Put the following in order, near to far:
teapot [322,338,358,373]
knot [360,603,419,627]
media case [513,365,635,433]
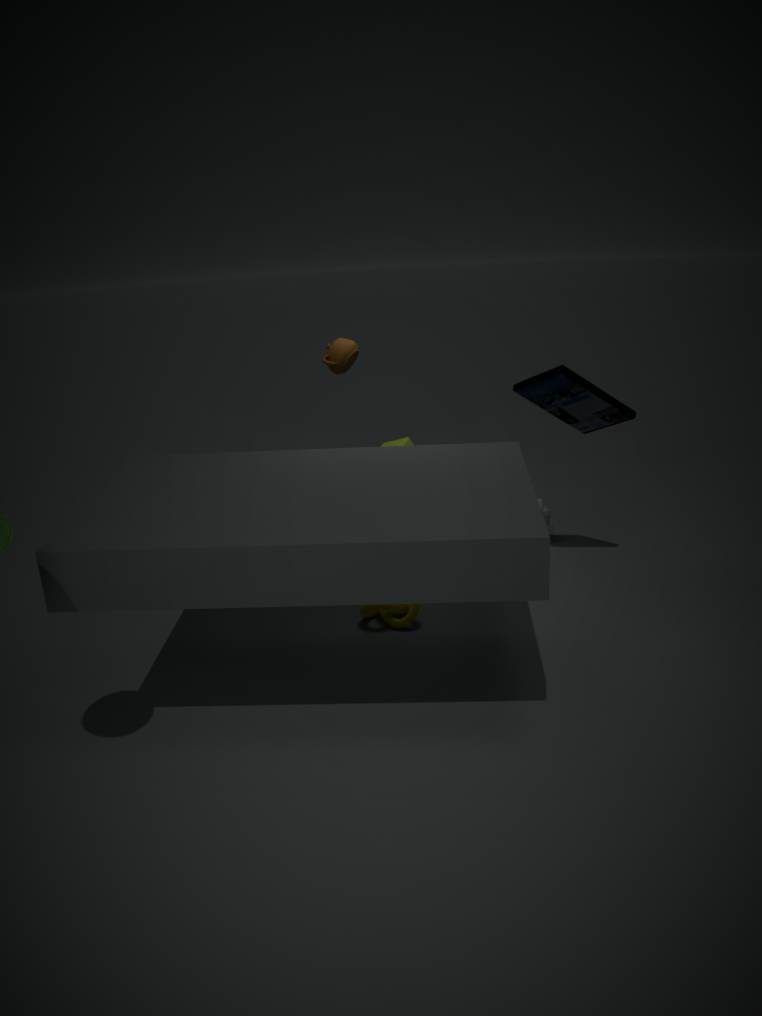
media case [513,365,635,433] → knot [360,603,419,627] → teapot [322,338,358,373]
